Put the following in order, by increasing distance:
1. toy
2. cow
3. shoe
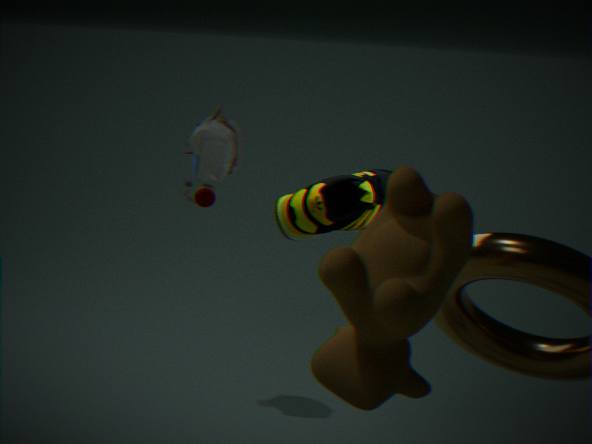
cow < shoe < toy
